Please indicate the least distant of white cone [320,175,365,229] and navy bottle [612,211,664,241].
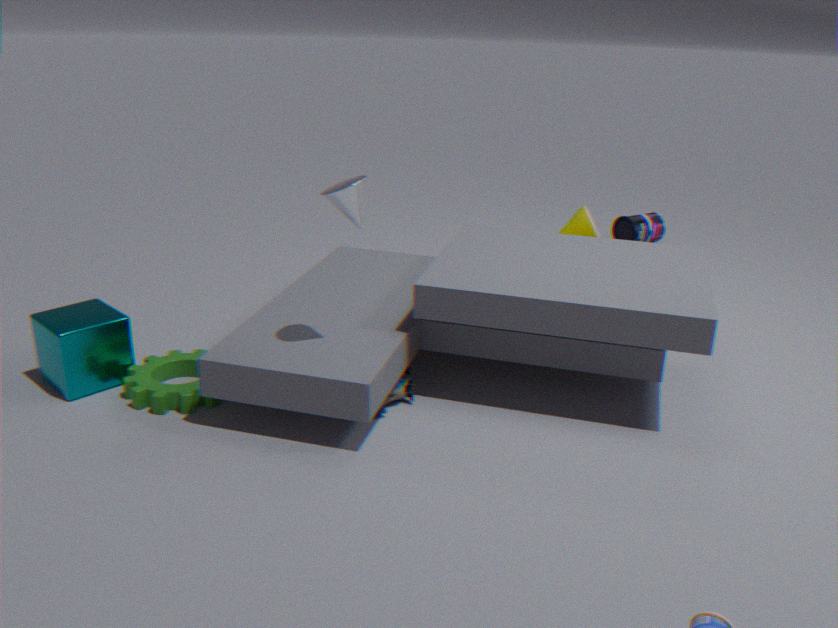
white cone [320,175,365,229]
